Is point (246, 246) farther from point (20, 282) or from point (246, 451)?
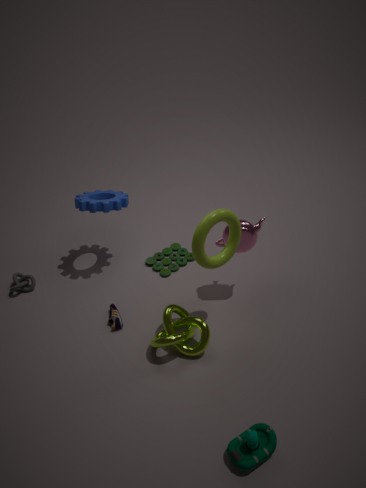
point (20, 282)
